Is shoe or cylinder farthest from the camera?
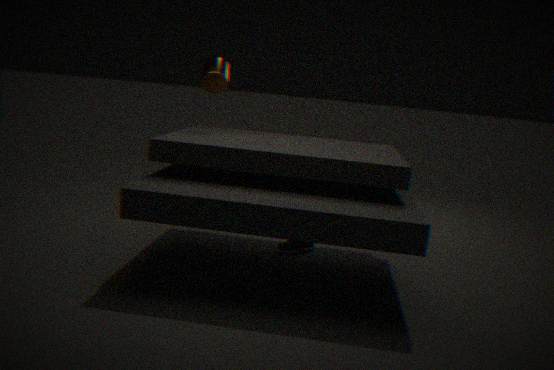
shoe
